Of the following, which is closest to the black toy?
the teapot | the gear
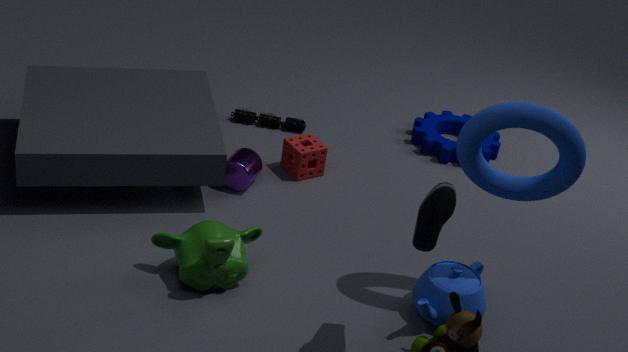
the gear
